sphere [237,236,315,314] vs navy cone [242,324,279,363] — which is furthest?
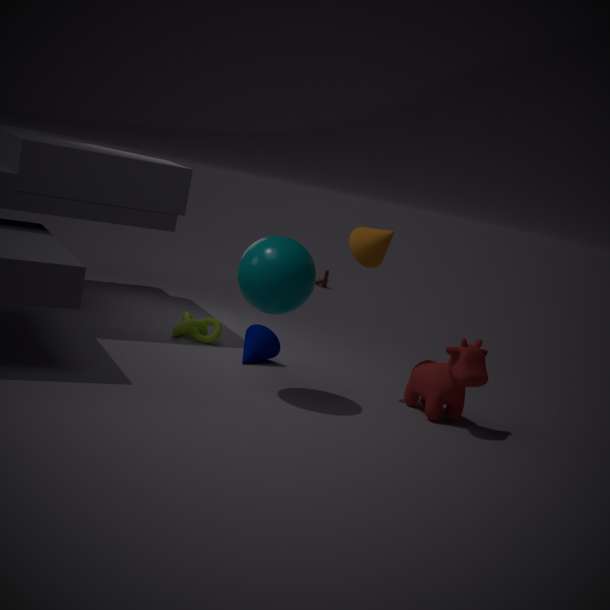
navy cone [242,324,279,363]
